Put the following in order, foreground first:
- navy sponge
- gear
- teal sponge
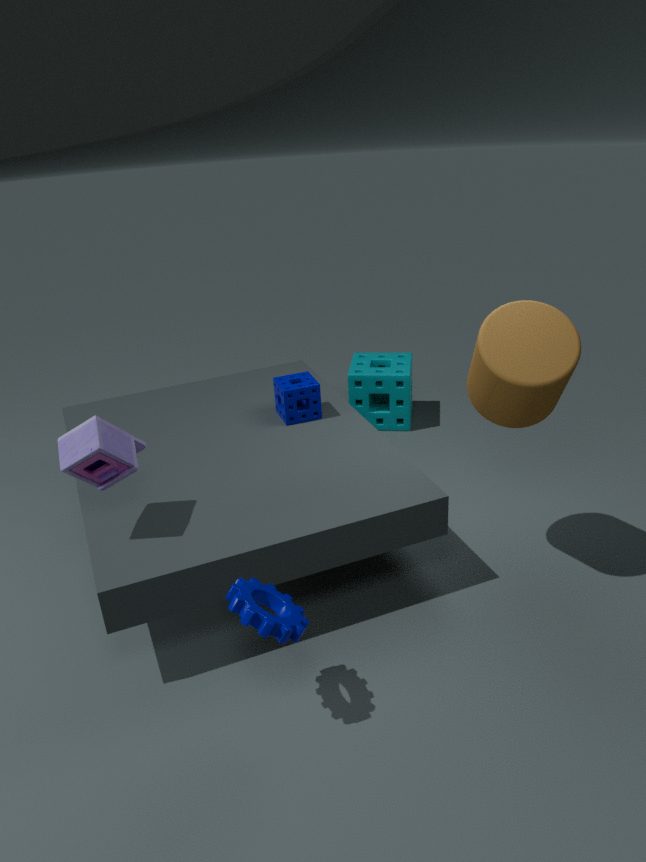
gear → navy sponge → teal sponge
